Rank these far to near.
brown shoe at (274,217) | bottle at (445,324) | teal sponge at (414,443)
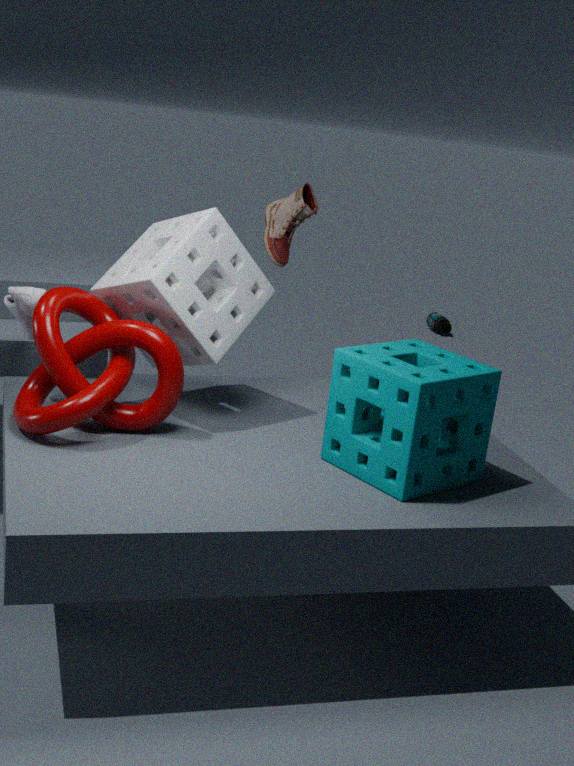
1. bottle at (445,324)
2. brown shoe at (274,217)
3. teal sponge at (414,443)
